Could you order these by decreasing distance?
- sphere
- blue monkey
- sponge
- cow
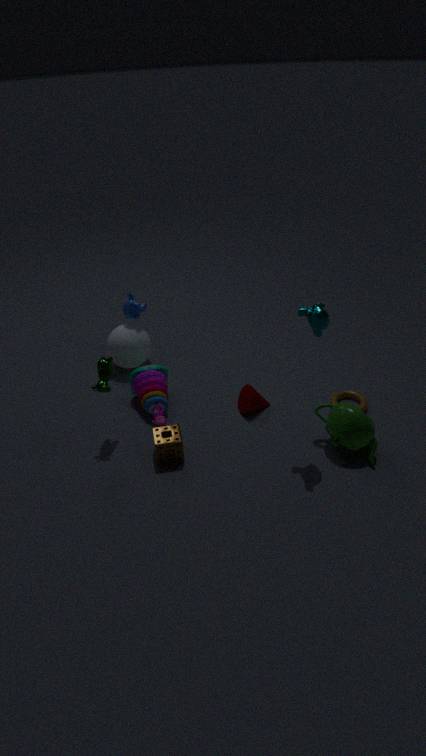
blue monkey → sphere → cow → sponge
